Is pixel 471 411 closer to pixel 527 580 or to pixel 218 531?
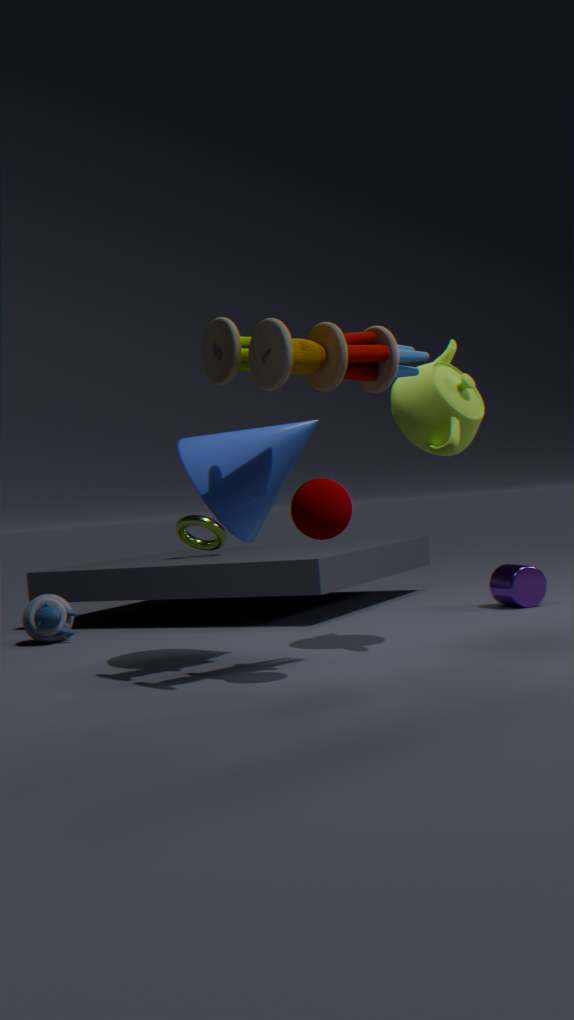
pixel 527 580
